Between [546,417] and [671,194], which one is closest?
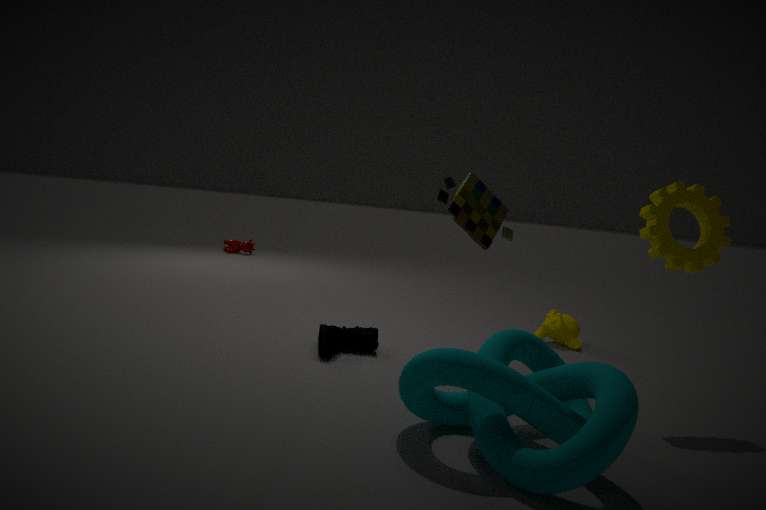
[546,417]
